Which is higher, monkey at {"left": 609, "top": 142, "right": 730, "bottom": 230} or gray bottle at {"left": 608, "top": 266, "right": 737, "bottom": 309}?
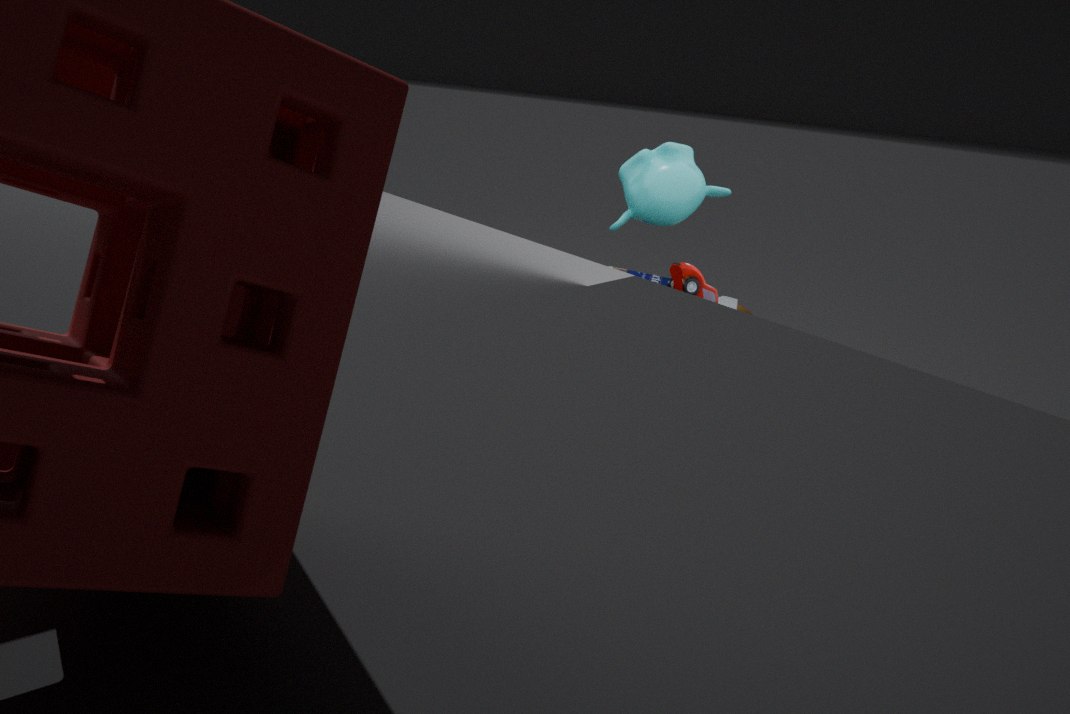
monkey at {"left": 609, "top": 142, "right": 730, "bottom": 230}
